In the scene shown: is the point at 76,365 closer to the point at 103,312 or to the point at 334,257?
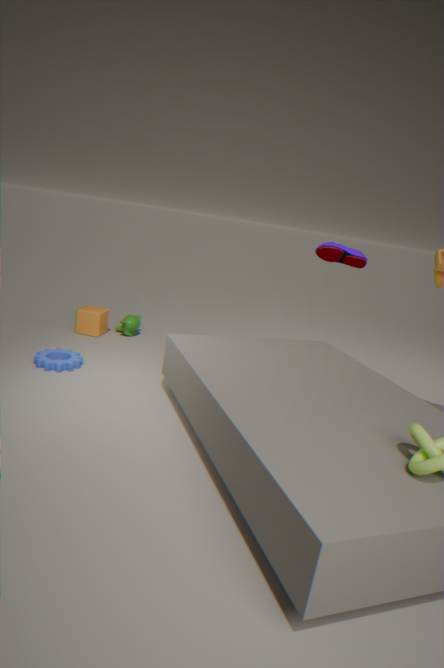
the point at 103,312
